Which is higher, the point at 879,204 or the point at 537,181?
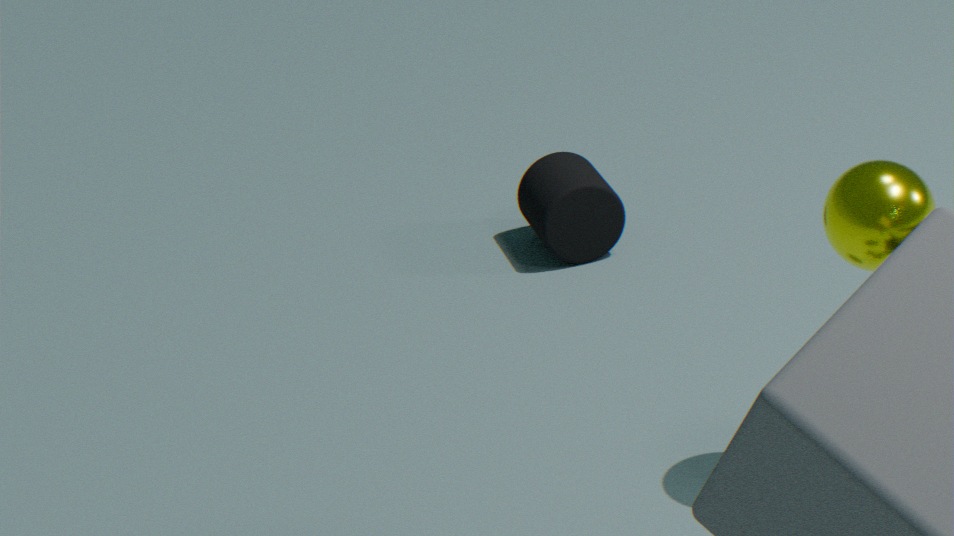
the point at 879,204
